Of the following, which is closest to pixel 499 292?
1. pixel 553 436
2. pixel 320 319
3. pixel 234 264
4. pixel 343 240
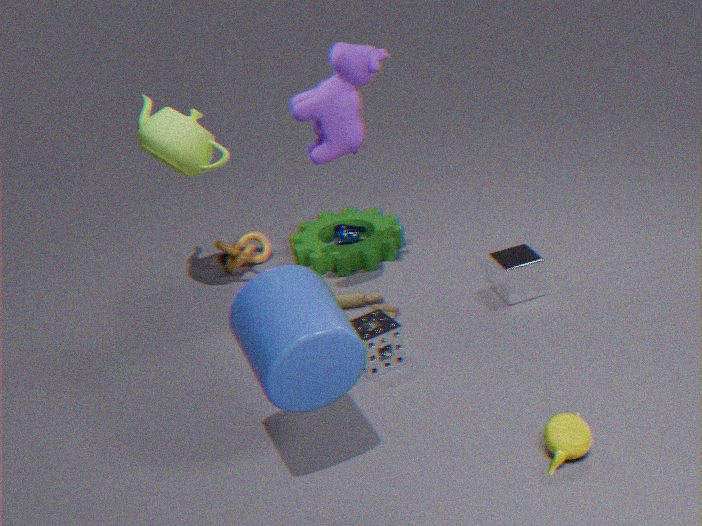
pixel 343 240
